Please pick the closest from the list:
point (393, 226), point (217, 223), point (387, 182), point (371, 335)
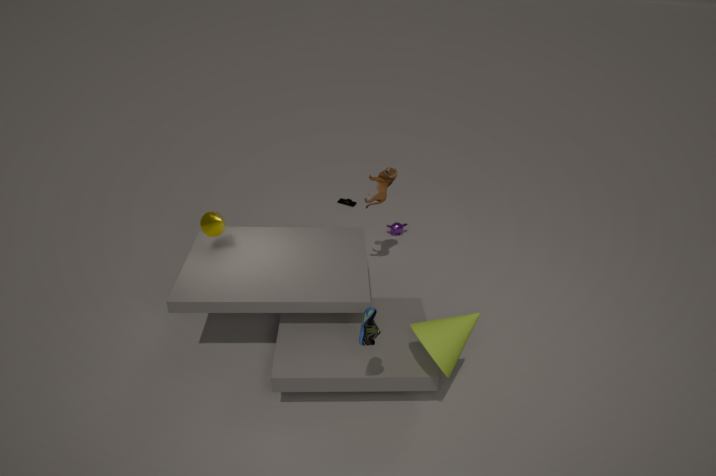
point (371, 335)
